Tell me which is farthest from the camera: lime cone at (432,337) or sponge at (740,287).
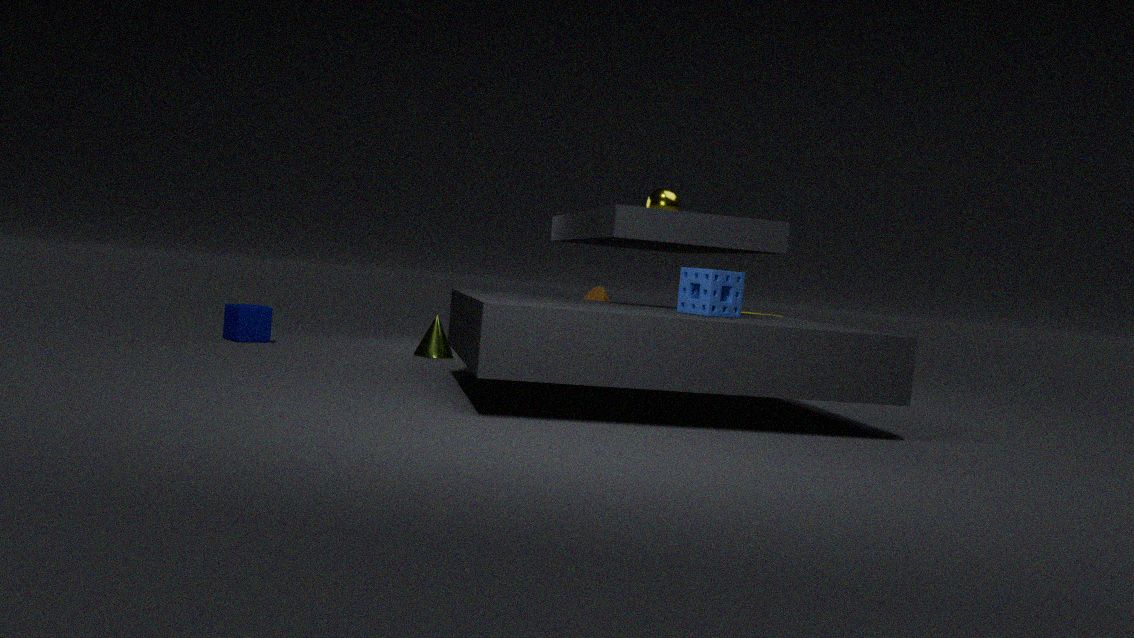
lime cone at (432,337)
